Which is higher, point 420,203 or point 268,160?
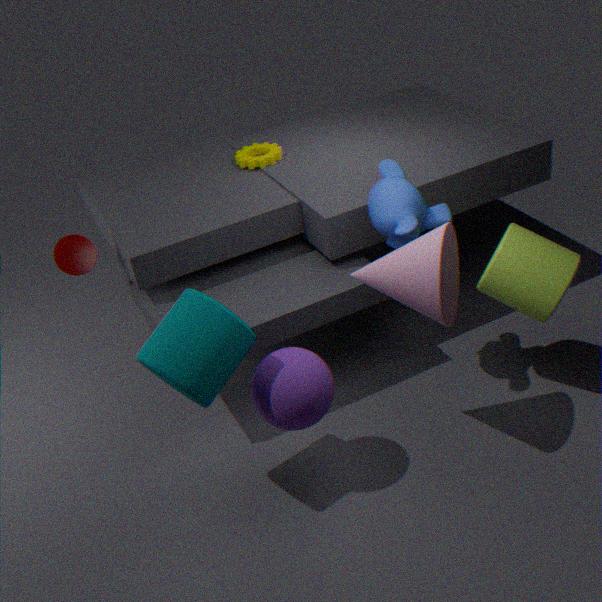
point 420,203
